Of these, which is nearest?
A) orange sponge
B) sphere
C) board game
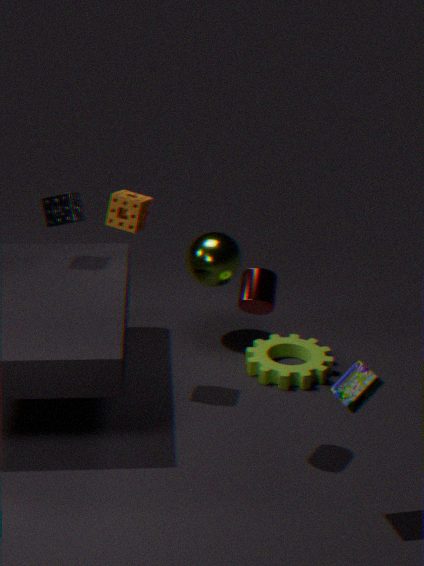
board game
